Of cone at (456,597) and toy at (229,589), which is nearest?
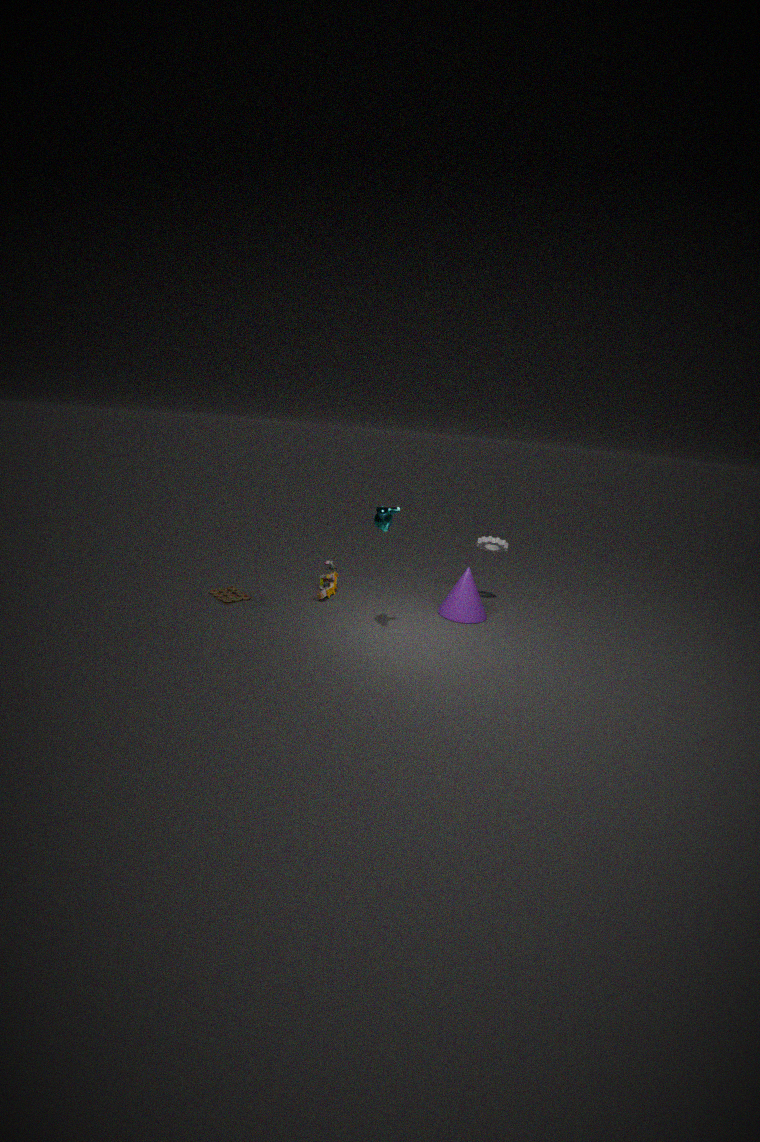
toy at (229,589)
